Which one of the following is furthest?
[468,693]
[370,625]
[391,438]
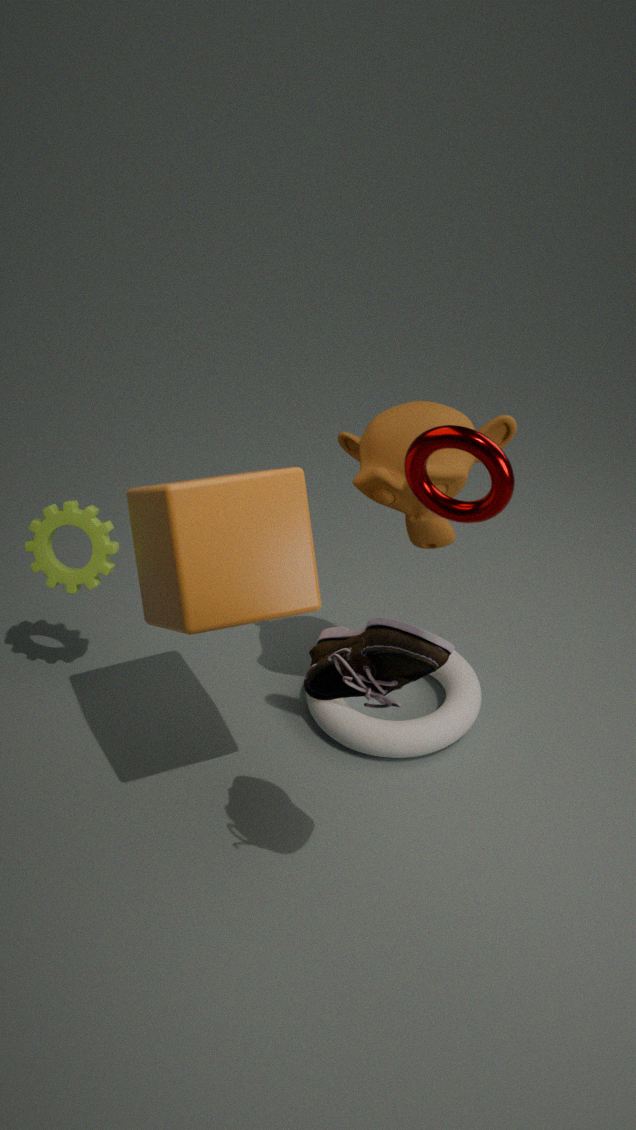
[468,693]
